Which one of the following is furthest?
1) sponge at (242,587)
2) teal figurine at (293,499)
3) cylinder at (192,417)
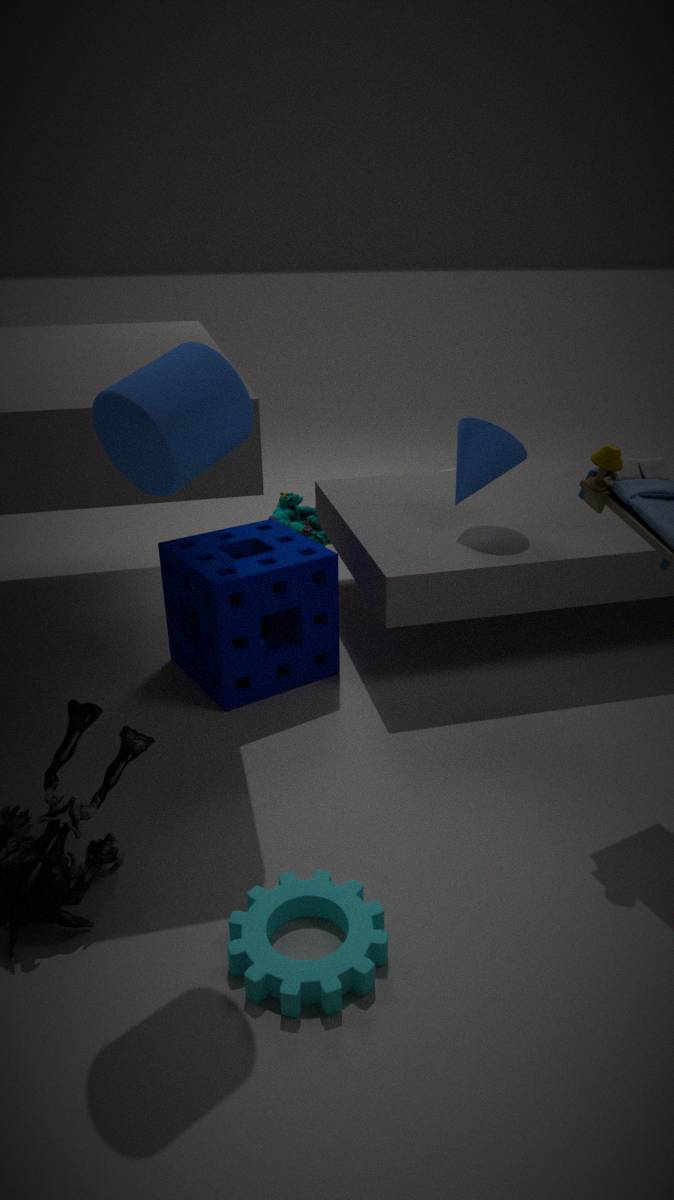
2. teal figurine at (293,499)
